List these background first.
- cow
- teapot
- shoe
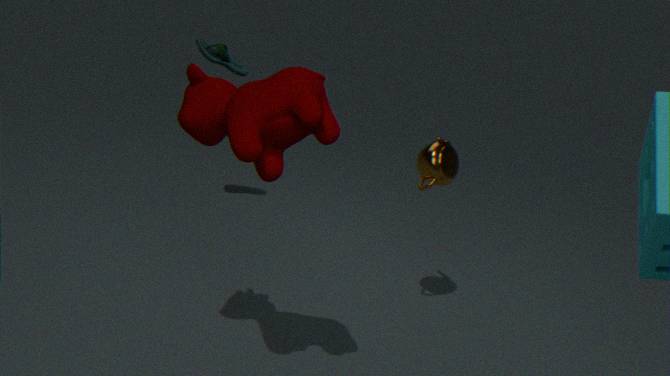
shoe
teapot
cow
